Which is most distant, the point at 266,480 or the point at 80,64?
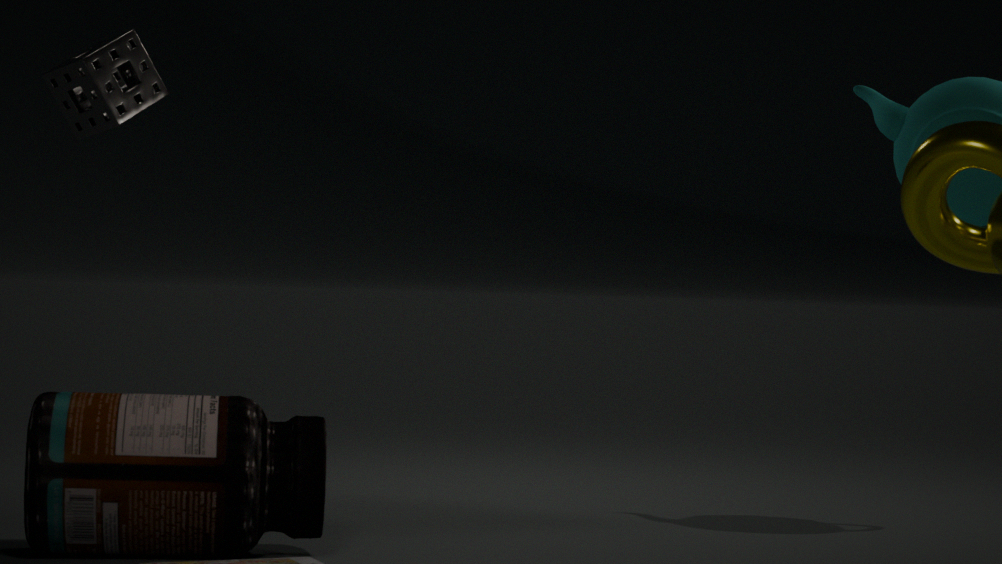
the point at 80,64
